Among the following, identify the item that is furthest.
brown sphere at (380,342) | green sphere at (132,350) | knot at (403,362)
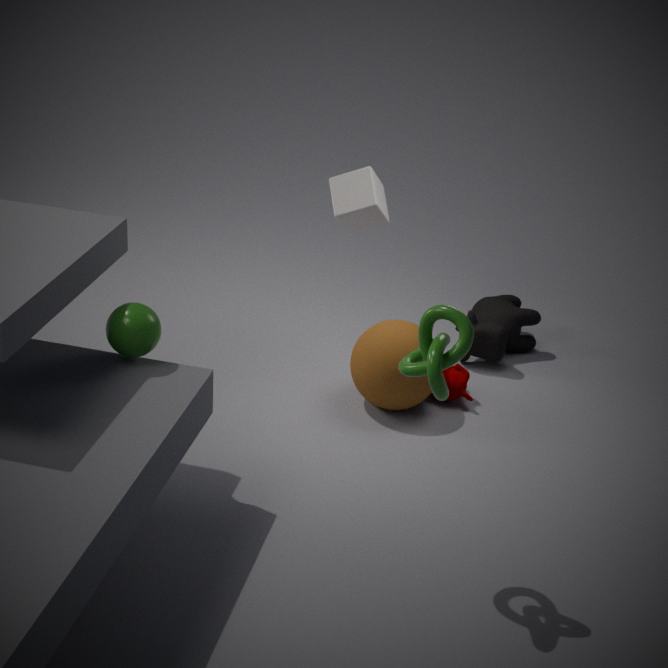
brown sphere at (380,342)
